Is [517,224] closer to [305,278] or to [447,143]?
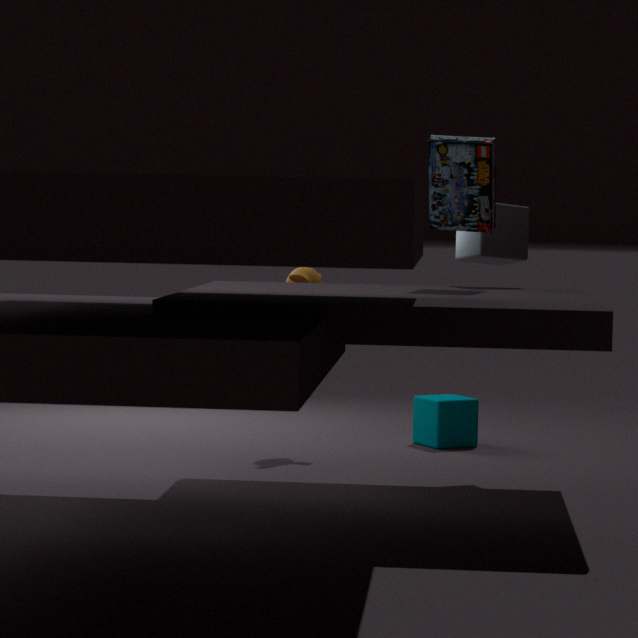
[447,143]
